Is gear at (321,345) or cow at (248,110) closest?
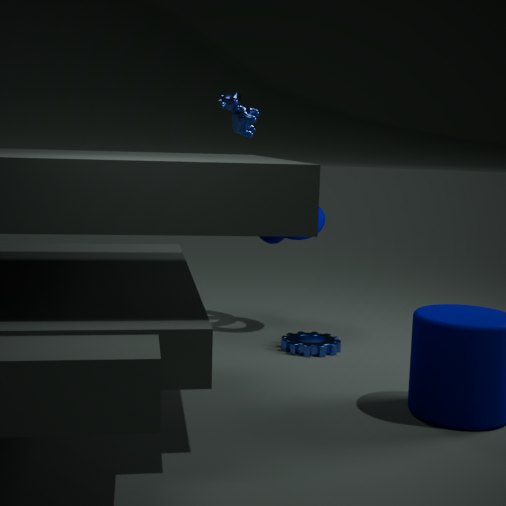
gear at (321,345)
